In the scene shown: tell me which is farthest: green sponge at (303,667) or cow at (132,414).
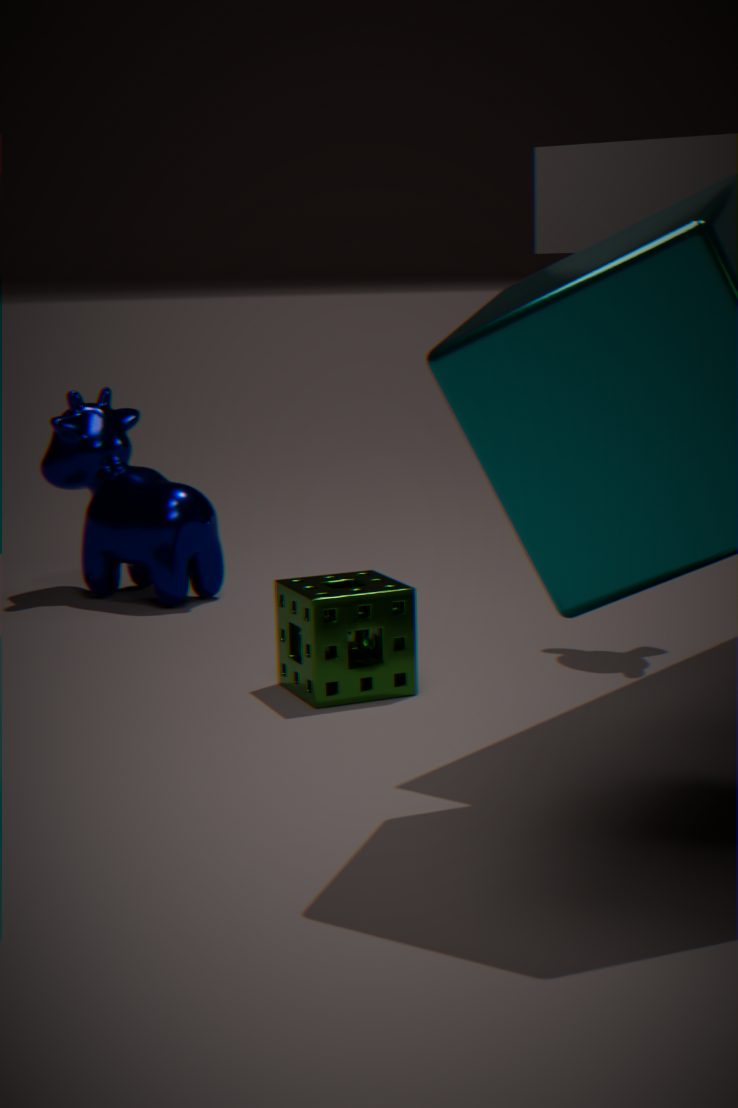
cow at (132,414)
